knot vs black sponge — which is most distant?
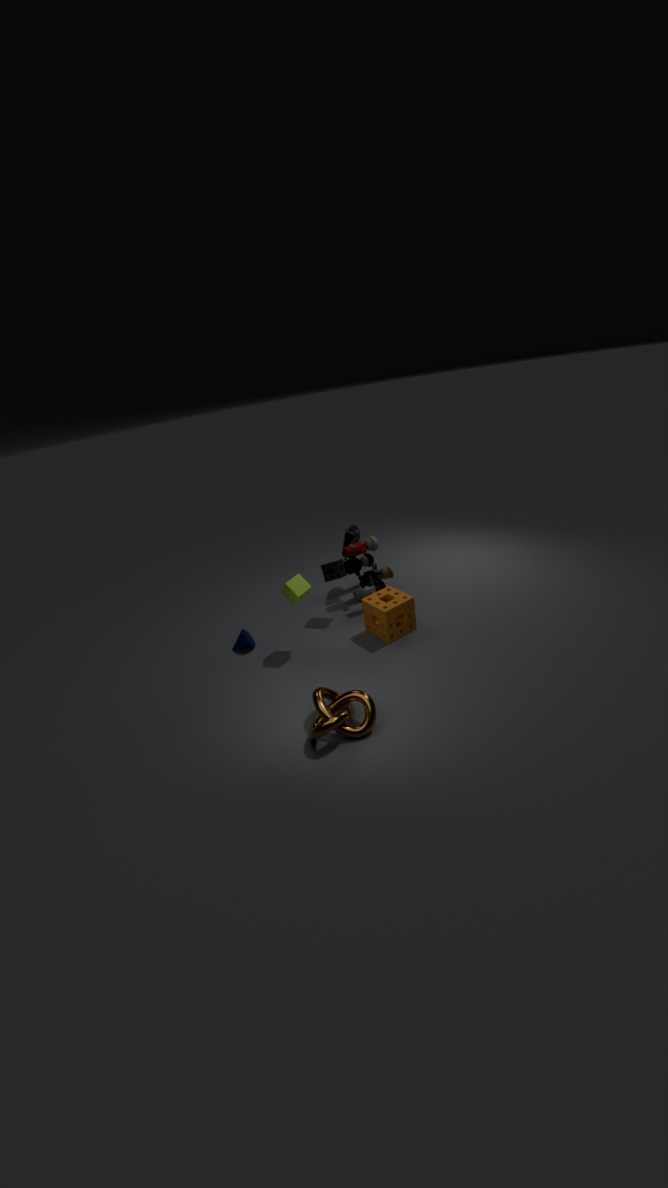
black sponge
